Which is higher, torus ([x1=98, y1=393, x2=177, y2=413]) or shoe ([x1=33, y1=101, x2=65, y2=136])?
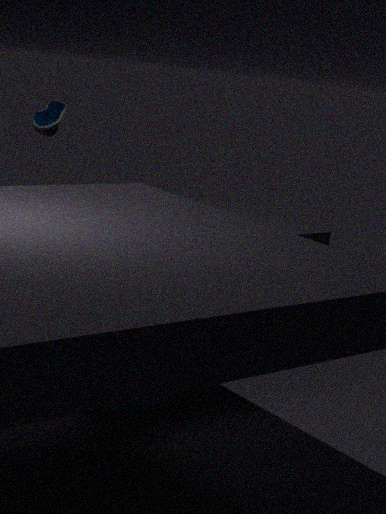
shoe ([x1=33, y1=101, x2=65, y2=136])
